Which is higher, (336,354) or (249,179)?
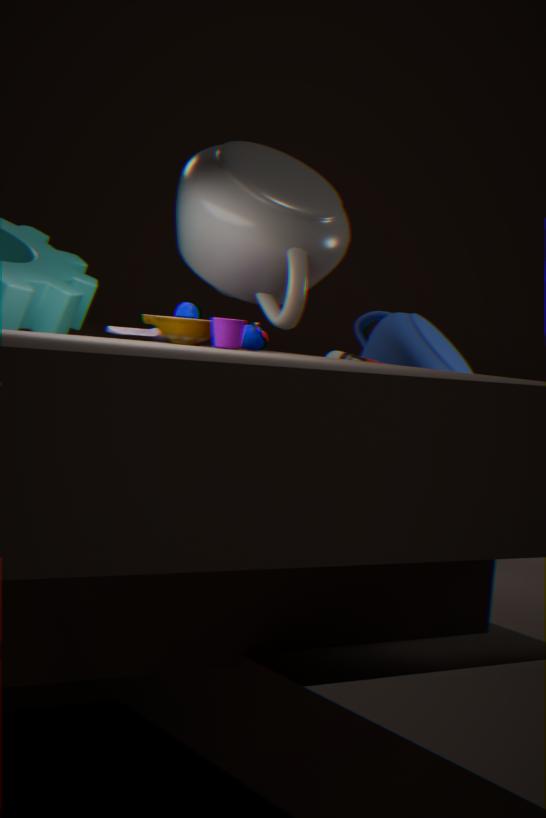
(249,179)
